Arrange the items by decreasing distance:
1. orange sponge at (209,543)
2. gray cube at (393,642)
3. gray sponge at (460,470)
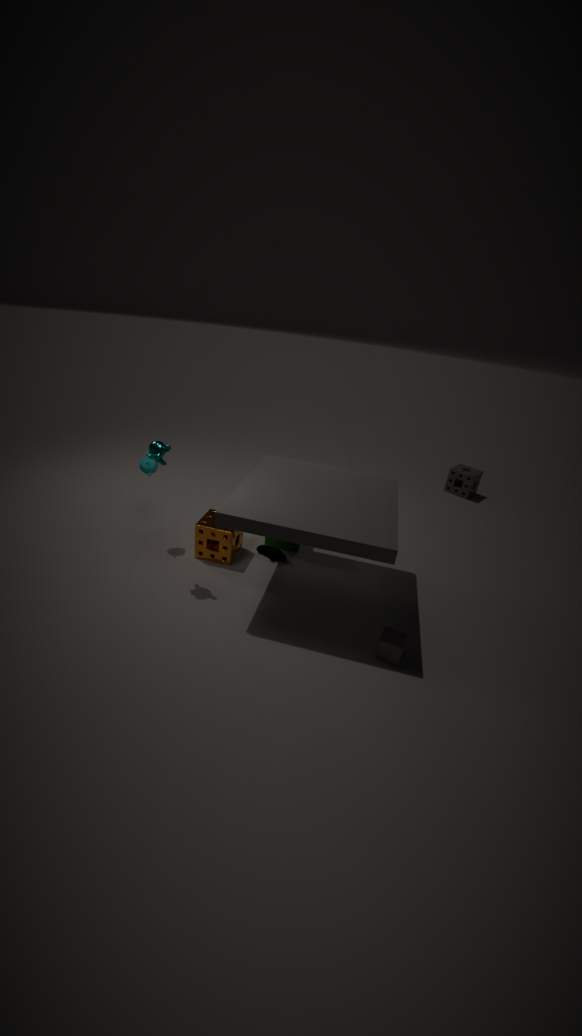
gray sponge at (460,470), orange sponge at (209,543), gray cube at (393,642)
